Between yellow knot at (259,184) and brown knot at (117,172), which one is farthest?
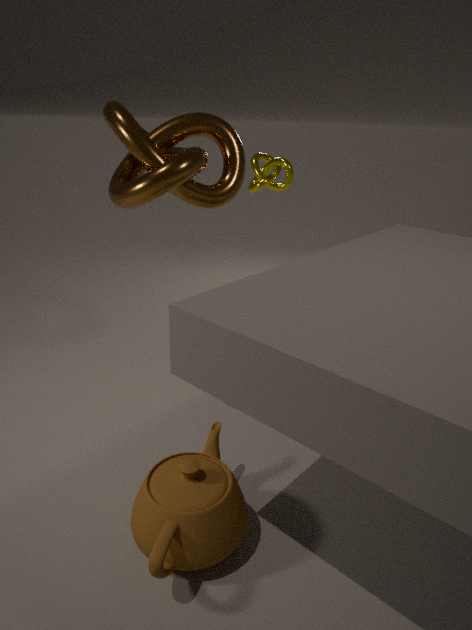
yellow knot at (259,184)
